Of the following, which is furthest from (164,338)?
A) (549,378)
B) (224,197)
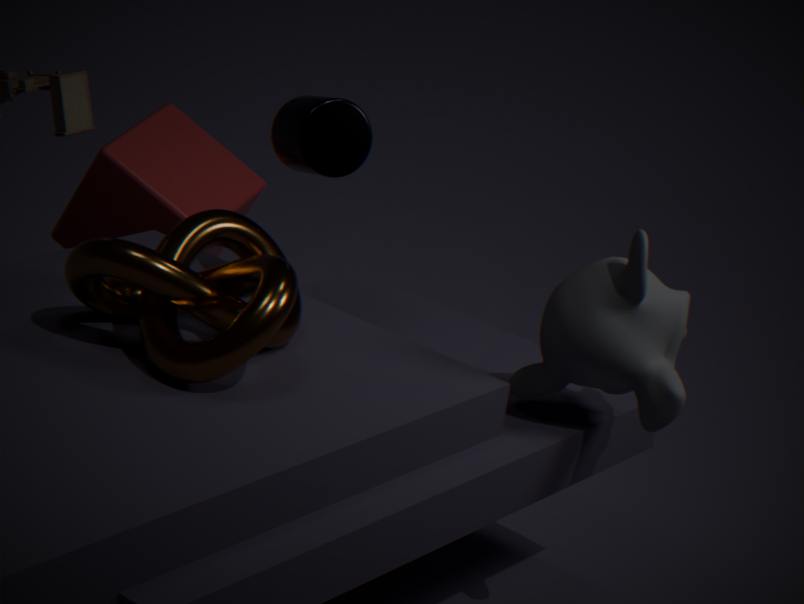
(224,197)
